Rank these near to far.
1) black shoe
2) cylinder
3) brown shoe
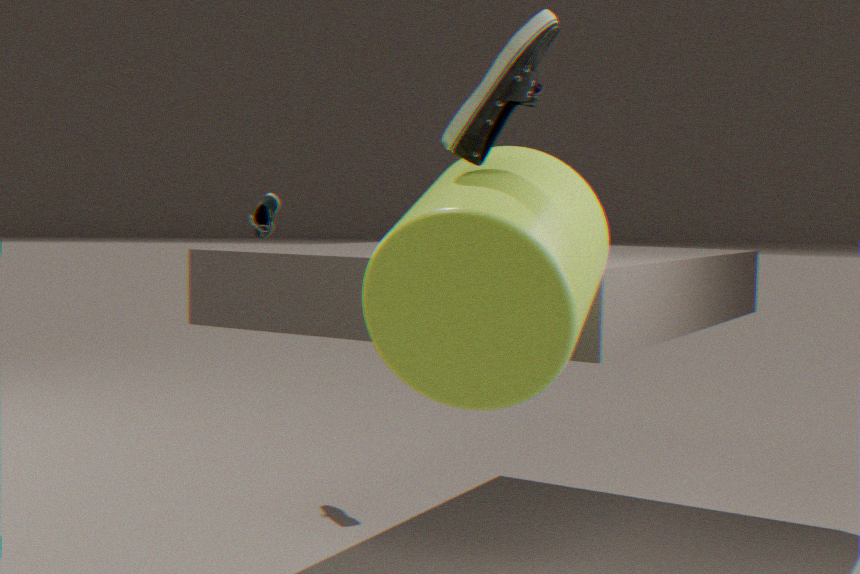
2. cylinder → 3. brown shoe → 1. black shoe
